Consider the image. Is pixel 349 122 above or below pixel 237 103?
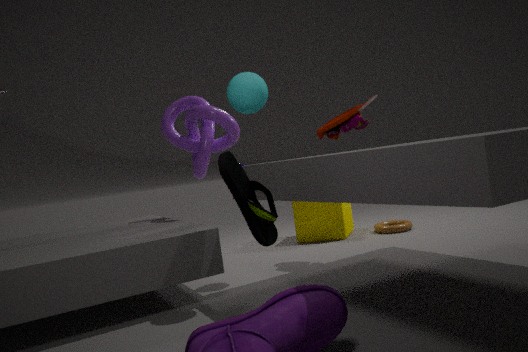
below
